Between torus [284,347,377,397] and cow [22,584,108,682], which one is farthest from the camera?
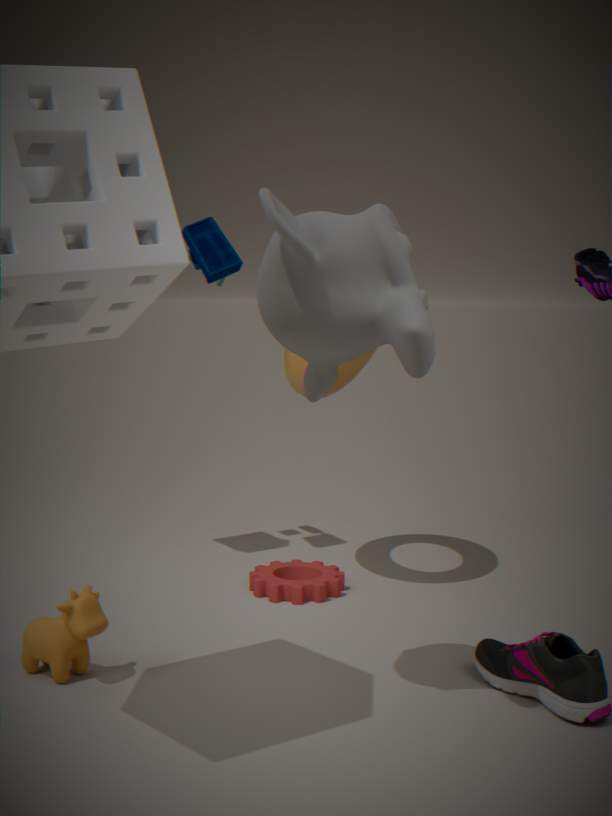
torus [284,347,377,397]
